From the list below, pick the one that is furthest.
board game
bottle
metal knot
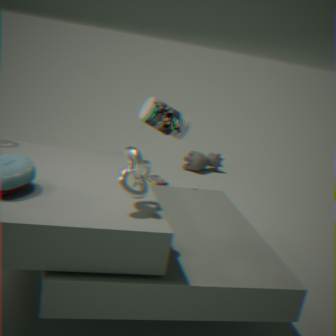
board game
